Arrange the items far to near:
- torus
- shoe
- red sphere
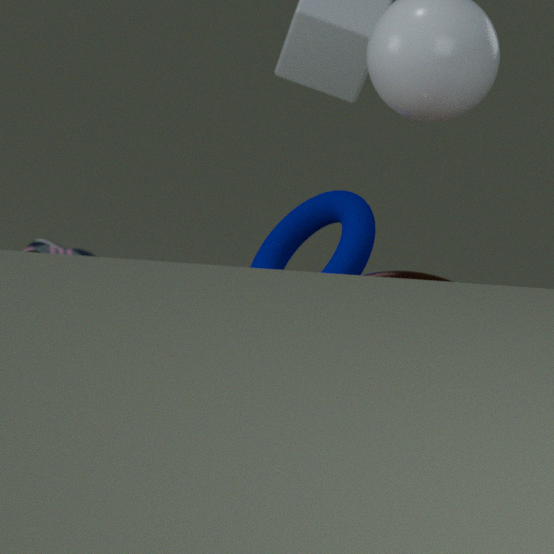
shoe < torus < red sphere
